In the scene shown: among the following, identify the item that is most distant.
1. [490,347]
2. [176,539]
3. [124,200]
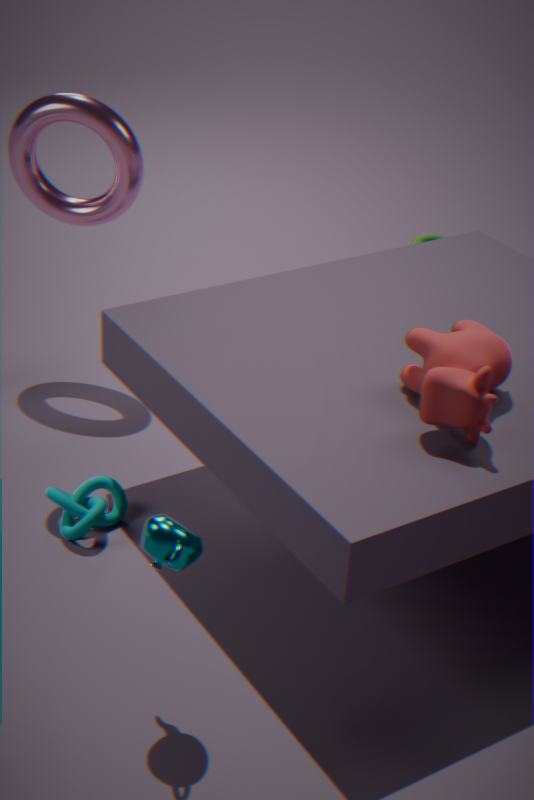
[124,200]
